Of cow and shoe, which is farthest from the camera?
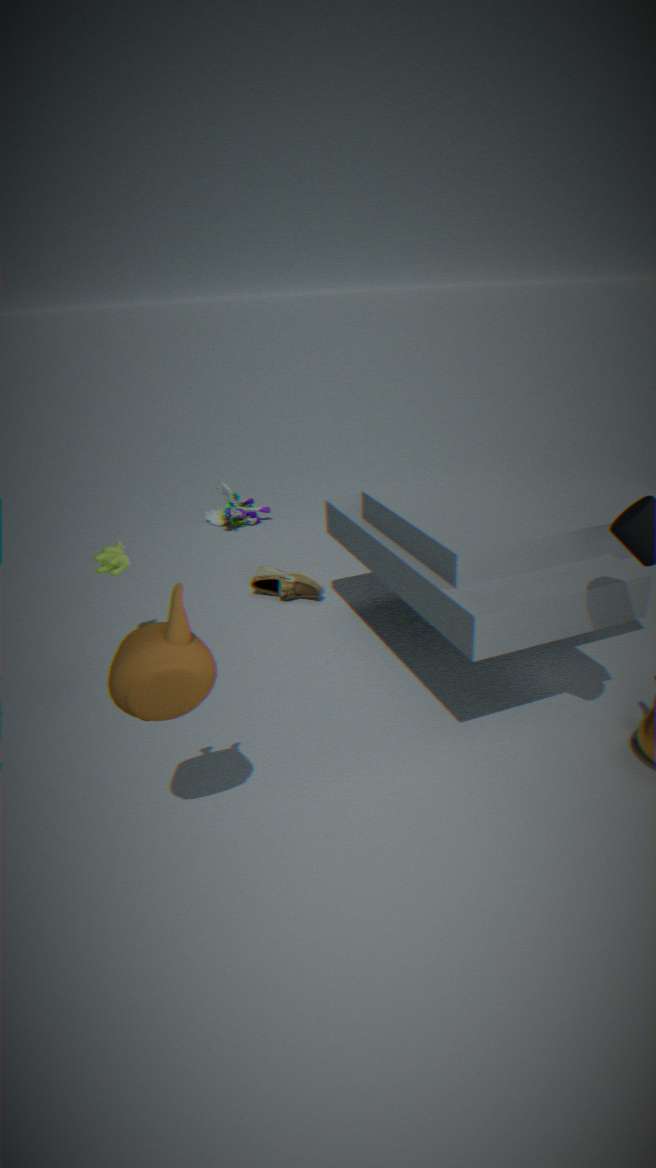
shoe
